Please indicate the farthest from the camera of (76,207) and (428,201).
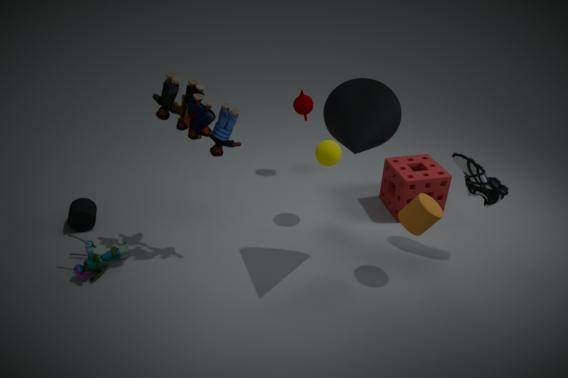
(76,207)
